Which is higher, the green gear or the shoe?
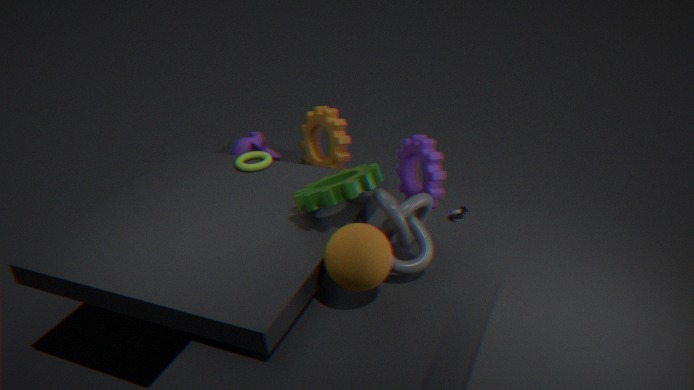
the green gear
